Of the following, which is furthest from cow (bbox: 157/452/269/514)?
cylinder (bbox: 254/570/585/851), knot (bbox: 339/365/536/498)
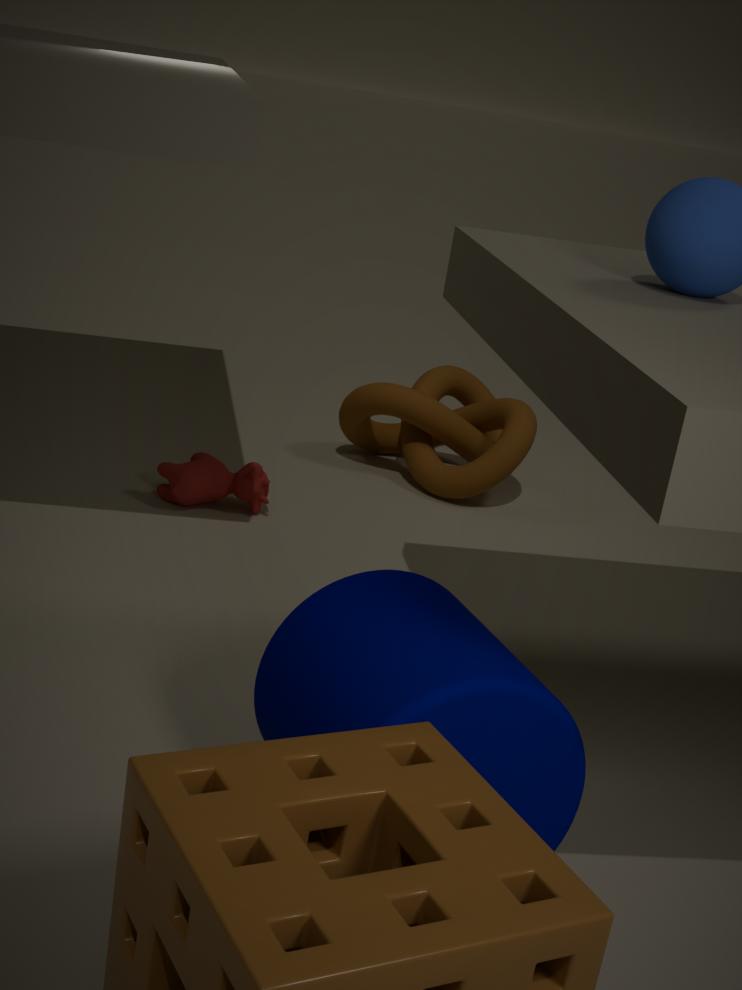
cylinder (bbox: 254/570/585/851)
